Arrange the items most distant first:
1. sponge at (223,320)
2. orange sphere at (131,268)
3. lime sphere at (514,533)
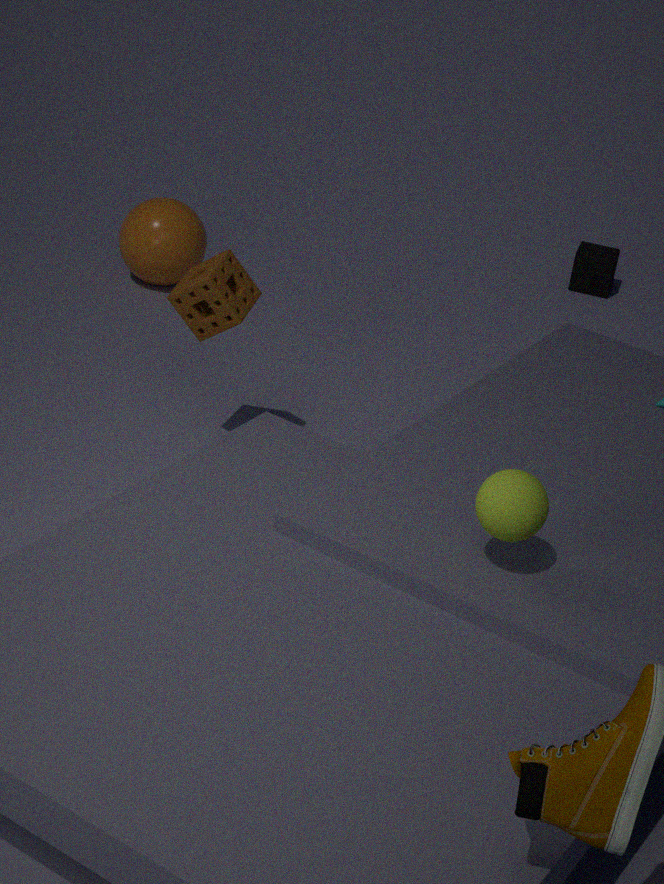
orange sphere at (131,268)
sponge at (223,320)
lime sphere at (514,533)
